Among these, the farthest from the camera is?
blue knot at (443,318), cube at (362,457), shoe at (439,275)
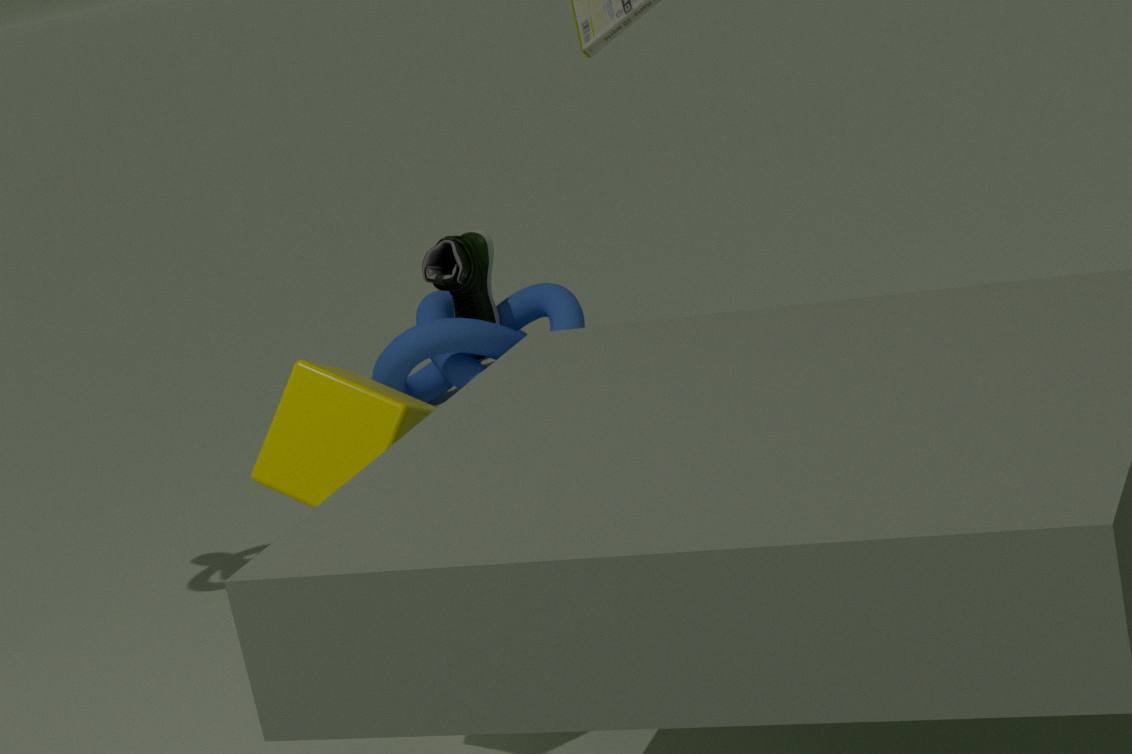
shoe at (439,275)
